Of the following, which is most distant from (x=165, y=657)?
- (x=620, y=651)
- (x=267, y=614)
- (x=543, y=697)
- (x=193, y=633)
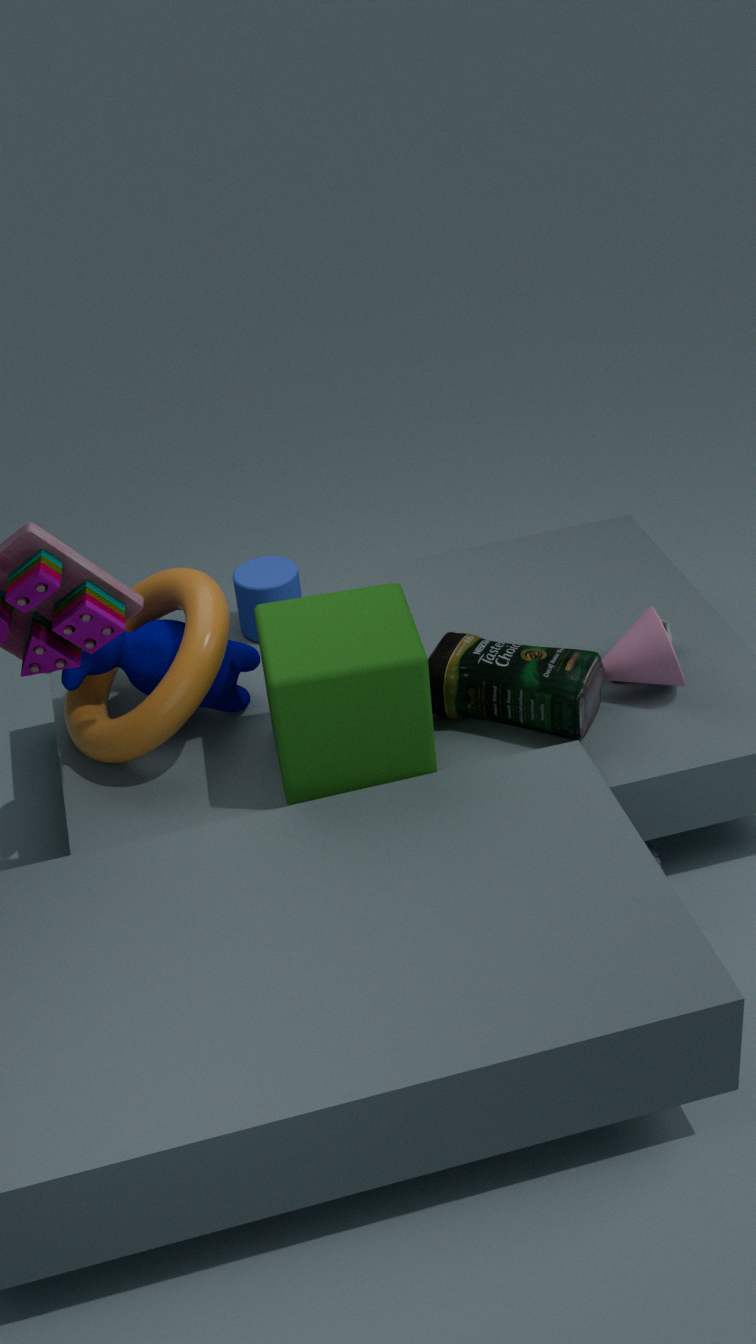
(x=620, y=651)
